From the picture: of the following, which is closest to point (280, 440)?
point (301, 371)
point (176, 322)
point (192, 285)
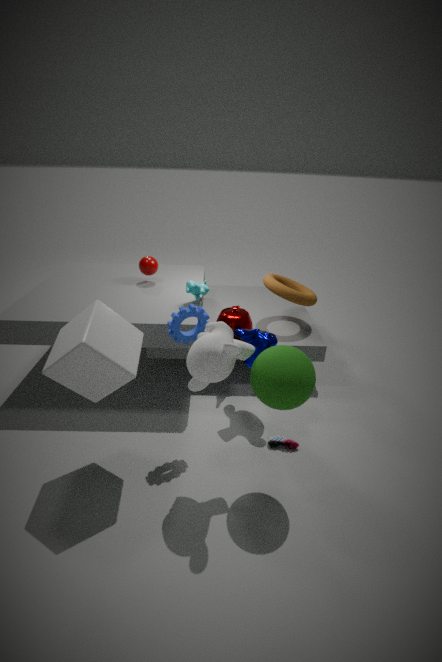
point (301, 371)
